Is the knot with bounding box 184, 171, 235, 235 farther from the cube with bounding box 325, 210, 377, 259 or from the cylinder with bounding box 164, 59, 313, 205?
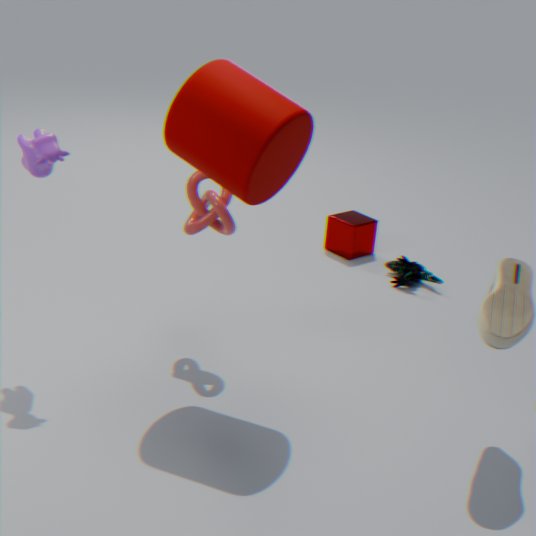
the cube with bounding box 325, 210, 377, 259
